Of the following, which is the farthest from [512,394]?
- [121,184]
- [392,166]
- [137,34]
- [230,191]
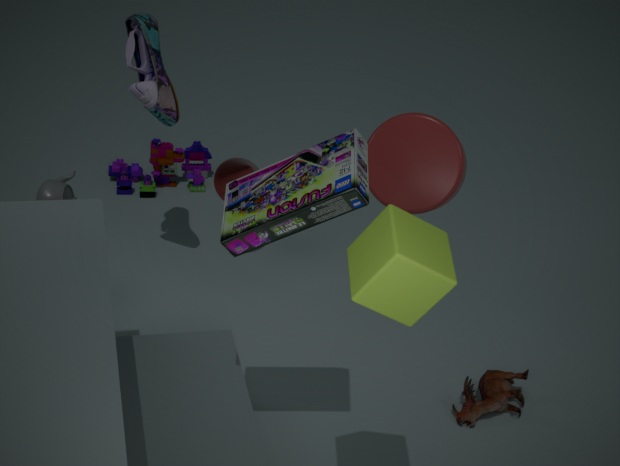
[121,184]
